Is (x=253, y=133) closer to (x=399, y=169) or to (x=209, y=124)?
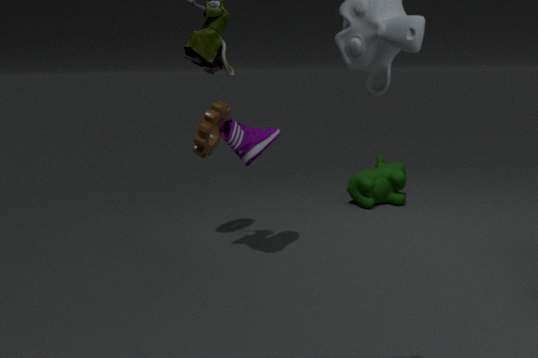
(x=209, y=124)
